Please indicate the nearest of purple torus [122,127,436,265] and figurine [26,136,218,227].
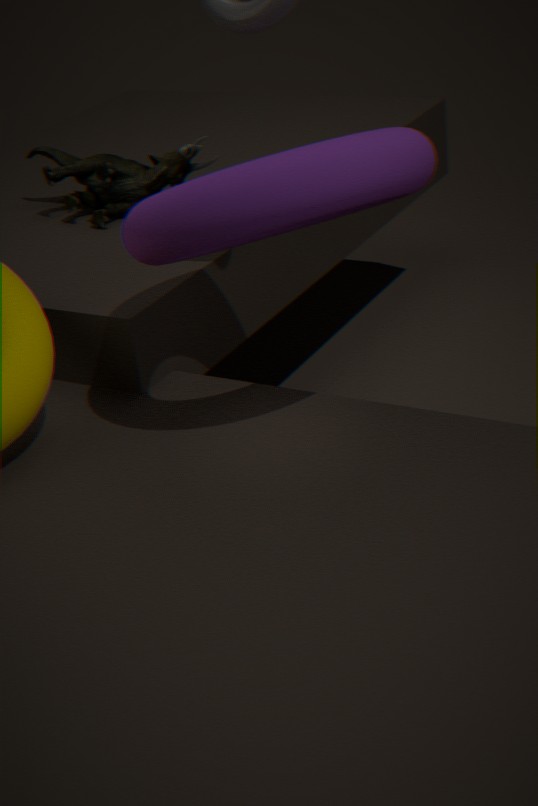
purple torus [122,127,436,265]
